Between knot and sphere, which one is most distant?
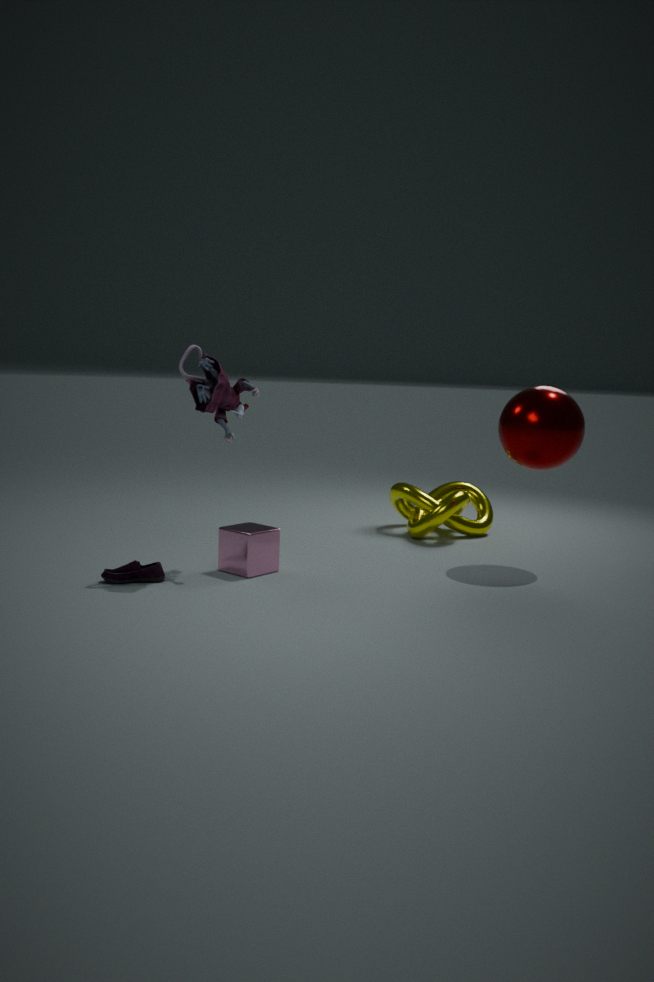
knot
